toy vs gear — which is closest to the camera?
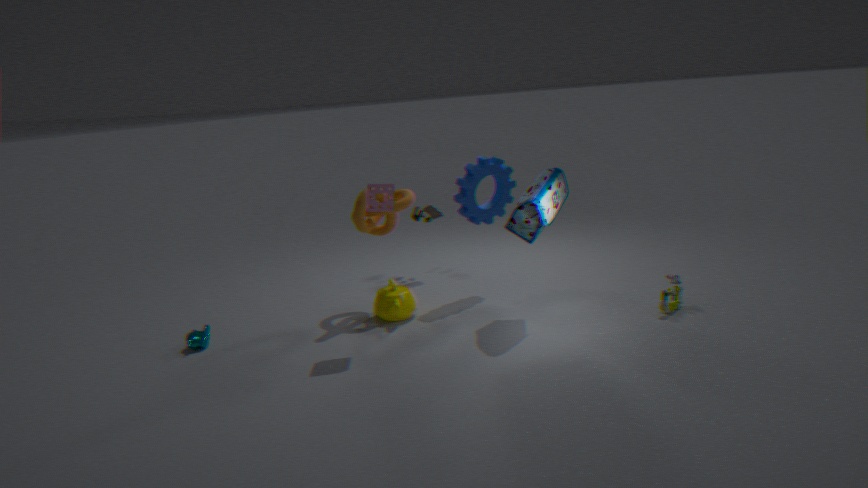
gear
